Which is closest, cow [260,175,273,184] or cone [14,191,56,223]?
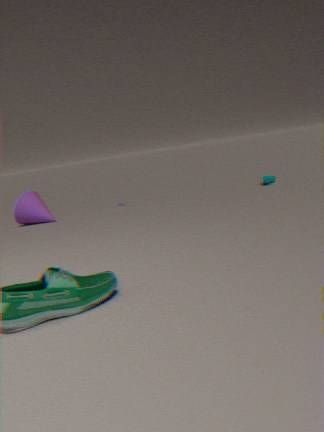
cone [14,191,56,223]
